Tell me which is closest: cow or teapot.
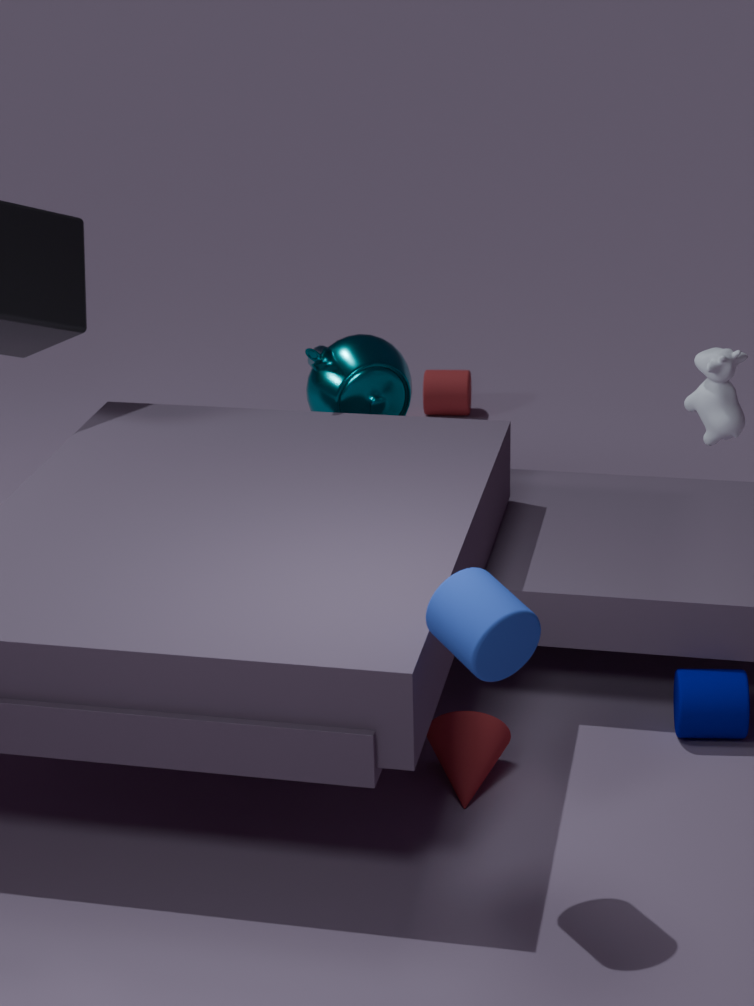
cow
